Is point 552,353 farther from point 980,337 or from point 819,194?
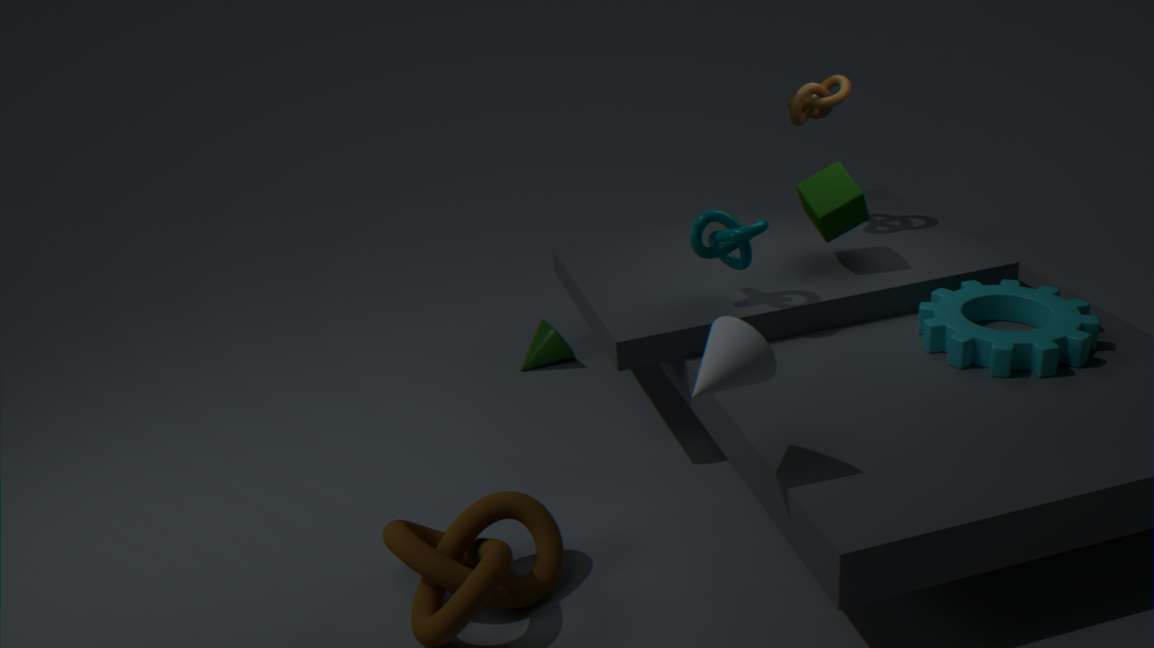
point 980,337
